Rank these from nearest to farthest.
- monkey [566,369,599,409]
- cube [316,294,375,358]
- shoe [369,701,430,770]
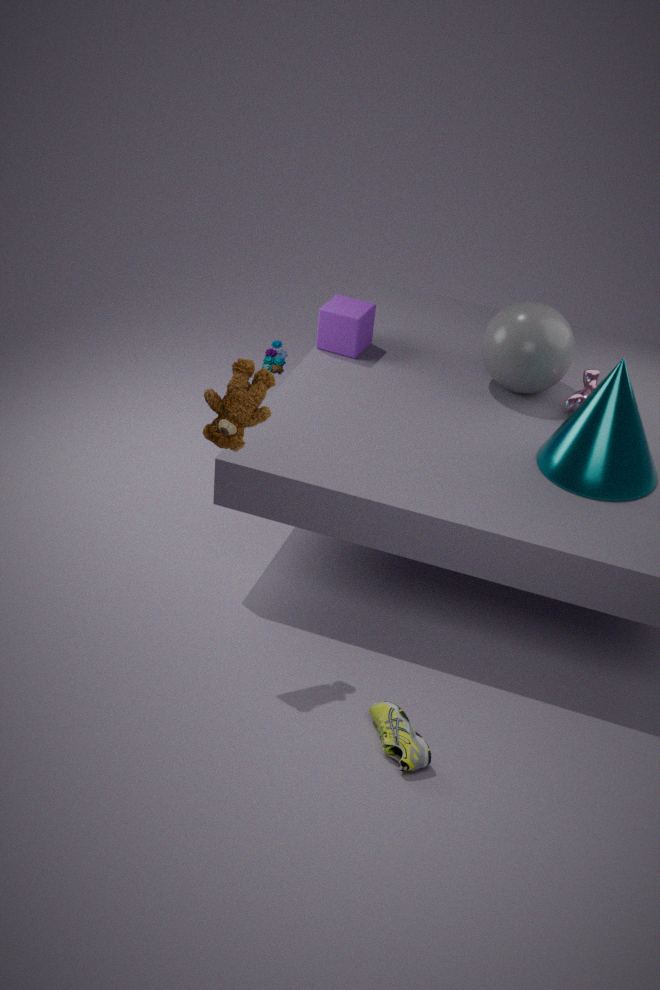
shoe [369,701,430,770], monkey [566,369,599,409], cube [316,294,375,358]
